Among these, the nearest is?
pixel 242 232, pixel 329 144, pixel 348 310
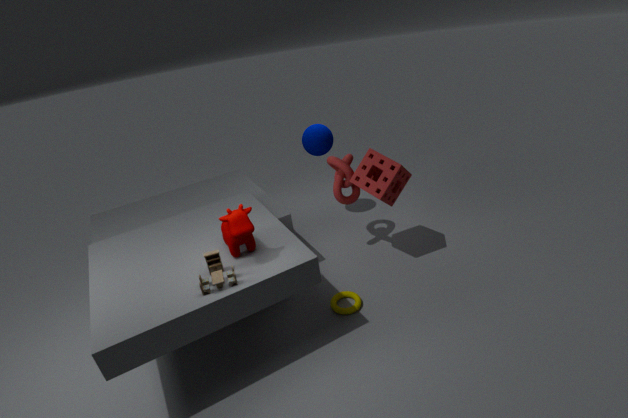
pixel 242 232
